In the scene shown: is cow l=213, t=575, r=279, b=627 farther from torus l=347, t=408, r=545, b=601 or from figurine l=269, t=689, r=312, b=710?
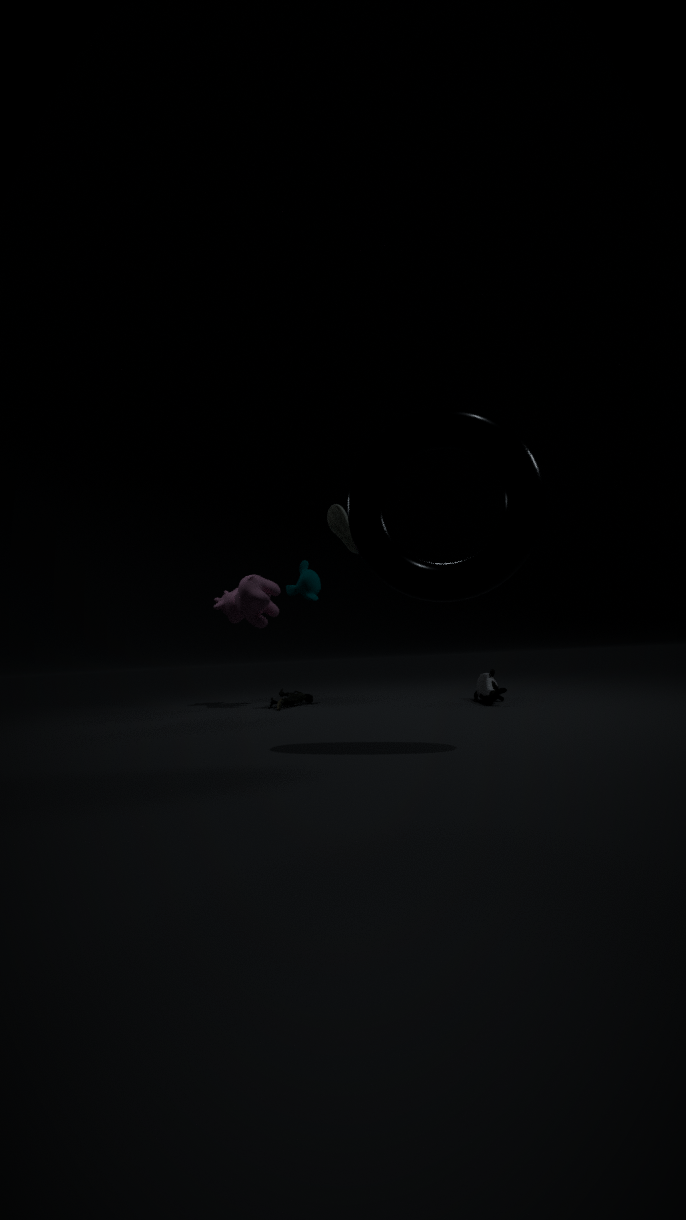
torus l=347, t=408, r=545, b=601
